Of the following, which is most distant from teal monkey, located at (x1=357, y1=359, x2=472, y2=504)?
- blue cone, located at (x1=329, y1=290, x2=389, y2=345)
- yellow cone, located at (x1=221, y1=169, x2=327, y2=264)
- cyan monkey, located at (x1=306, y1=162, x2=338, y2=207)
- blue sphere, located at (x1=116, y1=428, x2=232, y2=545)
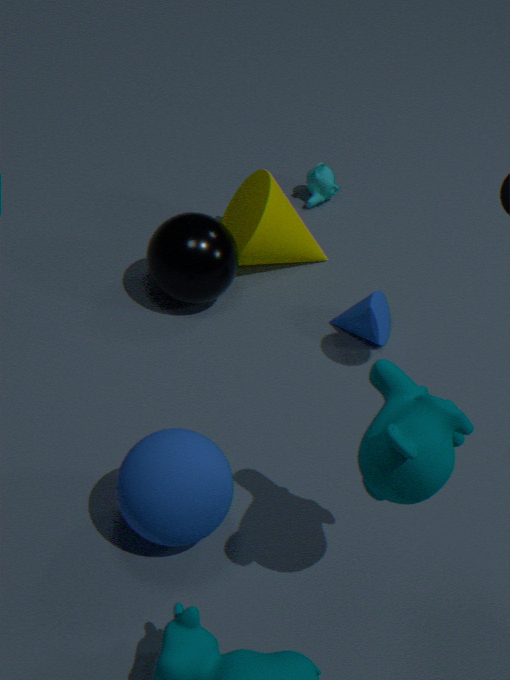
cyan monkey, located at (x1=306, y1=162, x2=338, y2=207)
